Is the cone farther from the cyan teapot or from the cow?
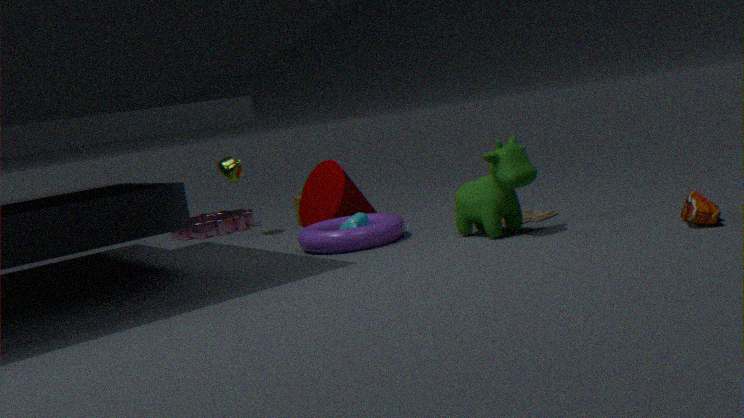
the cow
